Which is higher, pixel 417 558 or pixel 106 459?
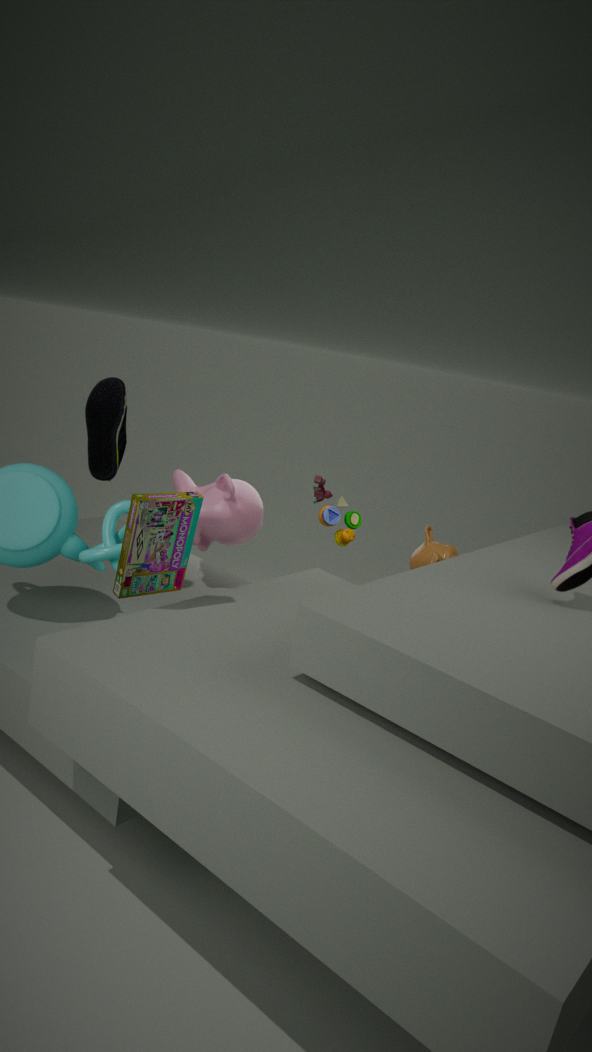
pixel 106 459
